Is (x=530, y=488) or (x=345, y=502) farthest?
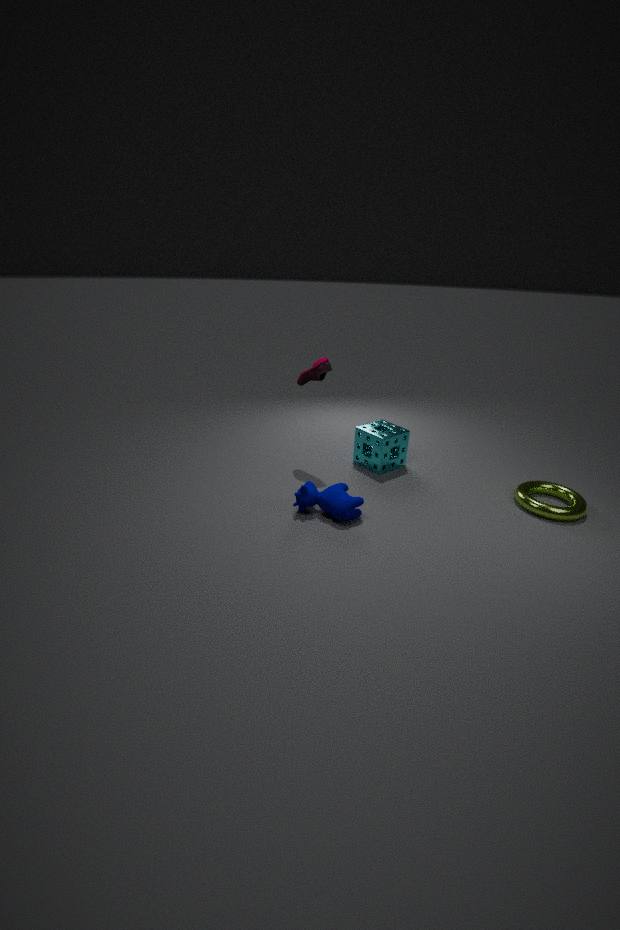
(x=530, y=488)
